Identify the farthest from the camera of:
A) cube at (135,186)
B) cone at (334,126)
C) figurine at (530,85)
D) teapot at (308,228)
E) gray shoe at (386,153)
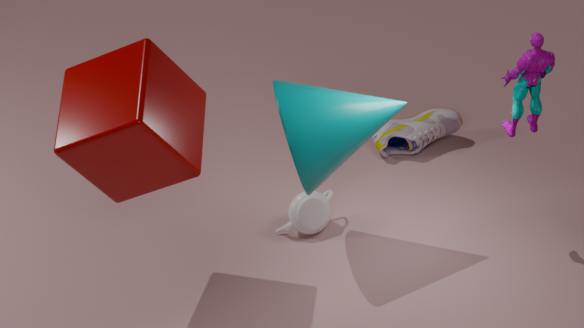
gray shoe at (386,153)
